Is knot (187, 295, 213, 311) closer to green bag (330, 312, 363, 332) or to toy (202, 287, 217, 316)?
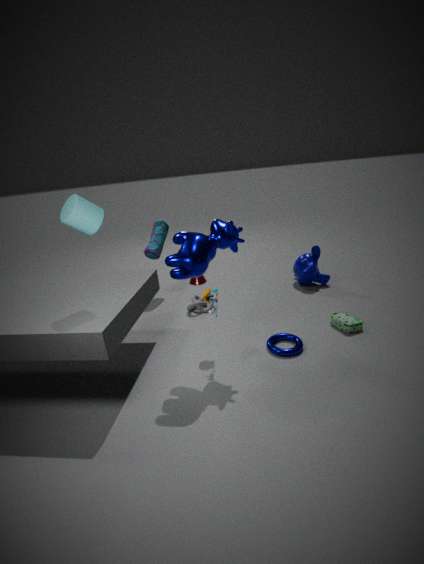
toy (202, 287, 217, 316)
